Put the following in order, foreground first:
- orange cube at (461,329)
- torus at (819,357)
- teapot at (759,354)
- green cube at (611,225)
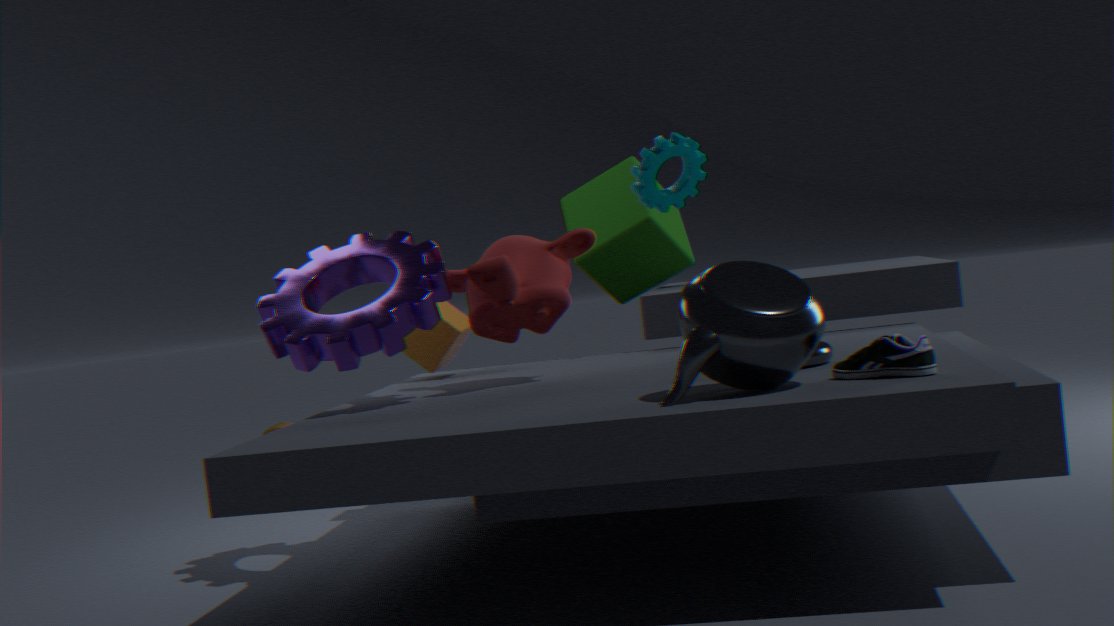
teapot at (759,354), torus at (819,357), orange cube at (461,329), green cube at (611,225)
